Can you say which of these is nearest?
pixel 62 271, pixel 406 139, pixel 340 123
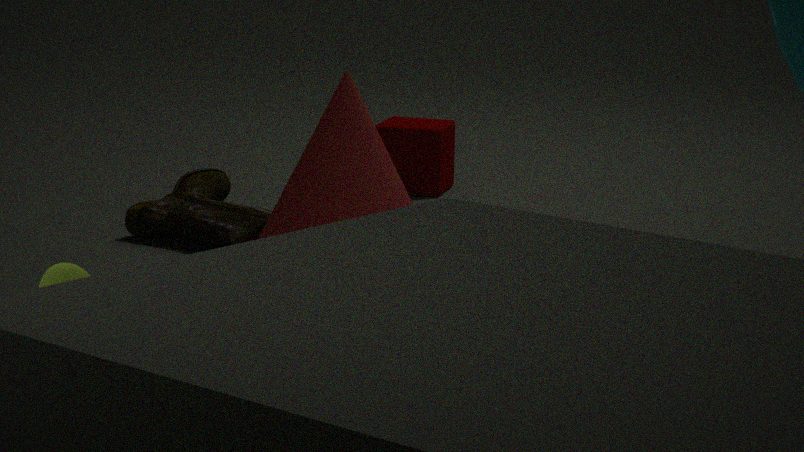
pixel 62 271
